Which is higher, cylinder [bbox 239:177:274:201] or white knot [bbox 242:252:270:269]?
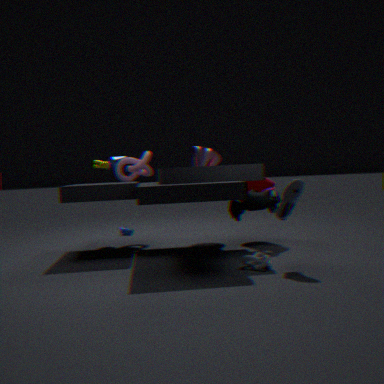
cylinder [bbox 239:177:274:201]
